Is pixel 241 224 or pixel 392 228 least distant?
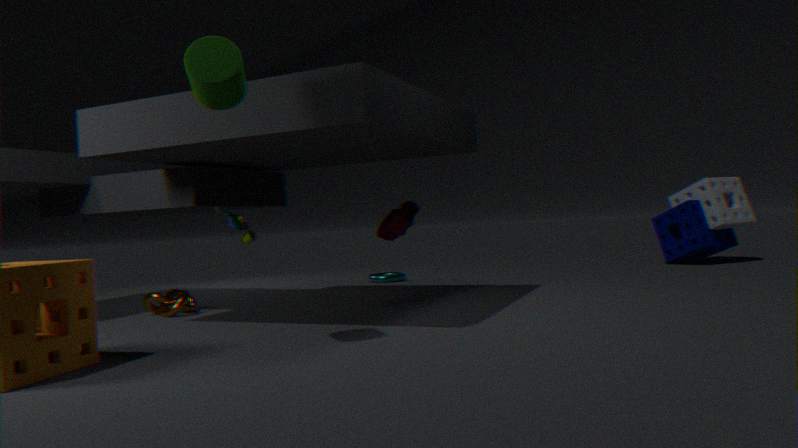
pixel 241 224
